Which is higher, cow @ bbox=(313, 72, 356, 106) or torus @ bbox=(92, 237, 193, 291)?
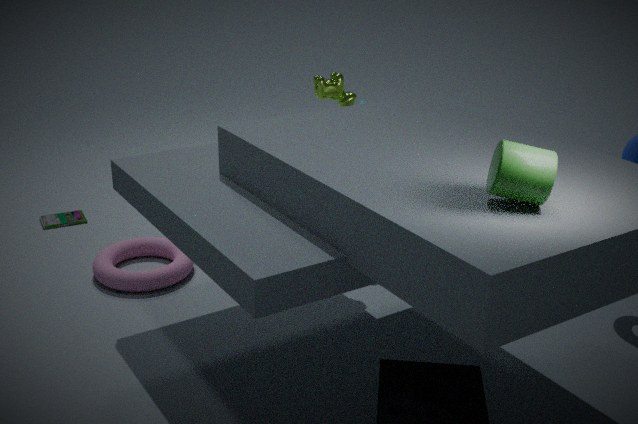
cow @ bbox=(313, 72, 356, 106)
